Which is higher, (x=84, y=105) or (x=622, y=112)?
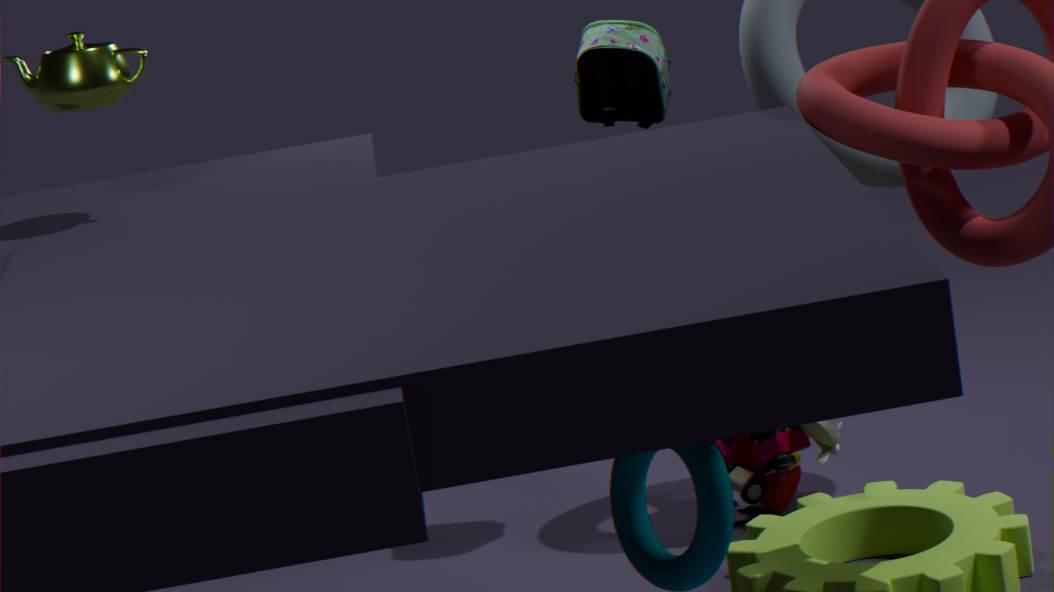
(x=84, y=105)
